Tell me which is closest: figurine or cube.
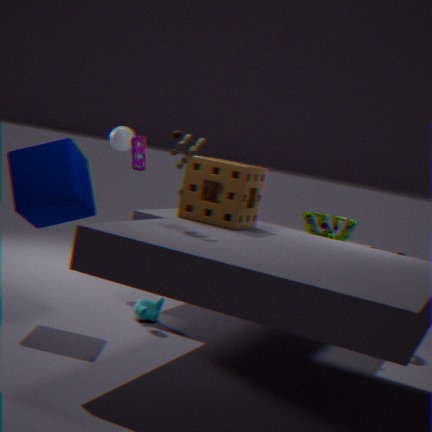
cube
